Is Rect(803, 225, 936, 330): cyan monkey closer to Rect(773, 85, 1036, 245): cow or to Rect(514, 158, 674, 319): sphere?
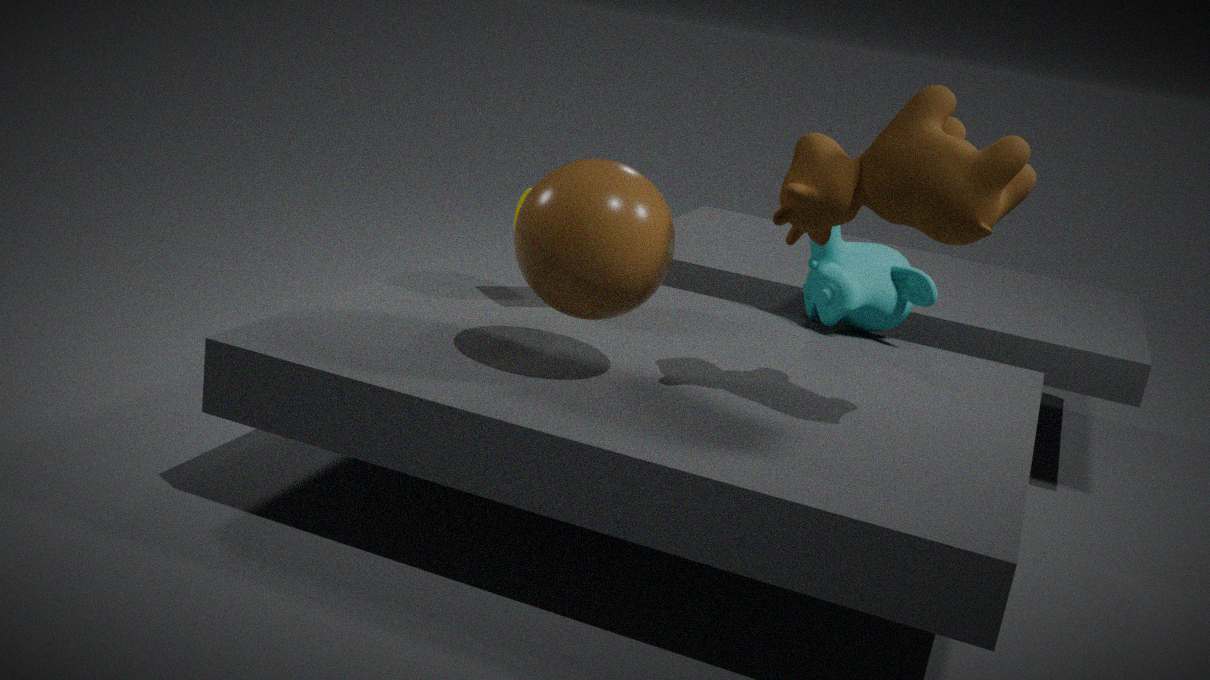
Rect(773, 85, 1036, 245): cow
